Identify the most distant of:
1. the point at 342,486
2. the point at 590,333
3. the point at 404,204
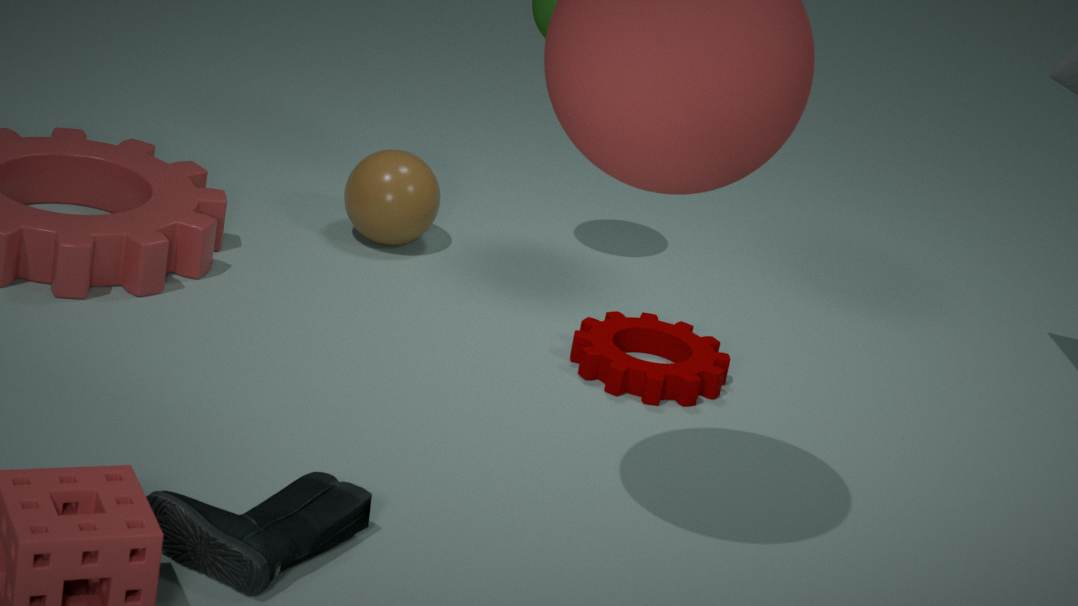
the point at 404,204
